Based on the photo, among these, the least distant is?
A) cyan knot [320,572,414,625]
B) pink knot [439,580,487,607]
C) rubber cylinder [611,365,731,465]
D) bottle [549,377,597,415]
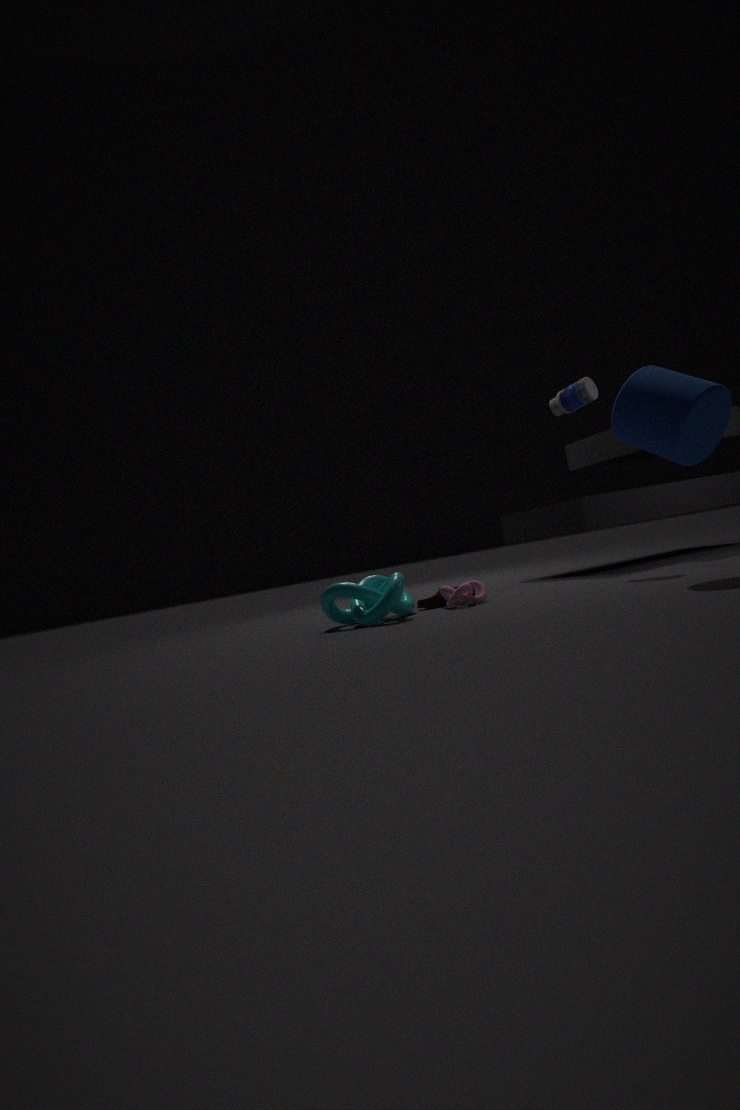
rubber cylinder [611,365,731,465]
